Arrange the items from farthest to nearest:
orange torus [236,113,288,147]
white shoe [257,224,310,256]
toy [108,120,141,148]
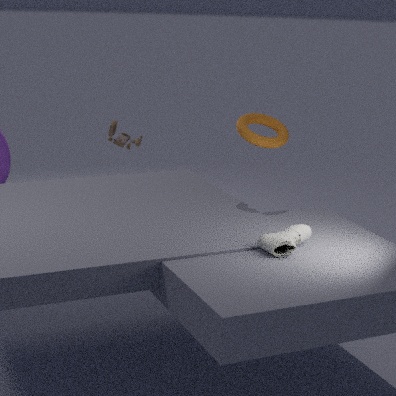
toy [108,120,141,148] < orange torus [236,113,288,147] < white shoe [257,224,310,256]
